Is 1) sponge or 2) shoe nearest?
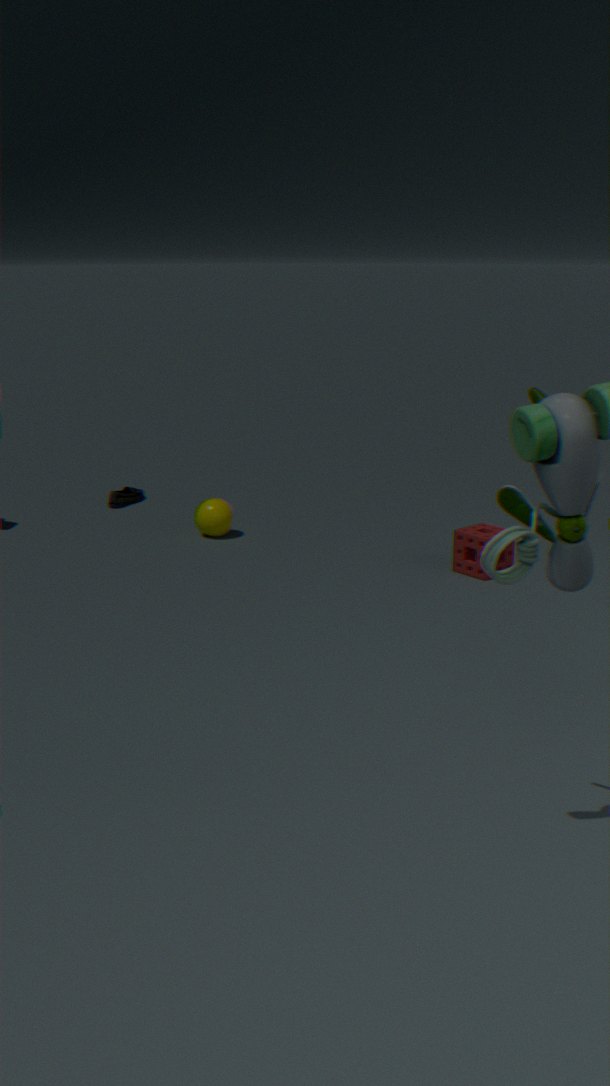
1. sponge
